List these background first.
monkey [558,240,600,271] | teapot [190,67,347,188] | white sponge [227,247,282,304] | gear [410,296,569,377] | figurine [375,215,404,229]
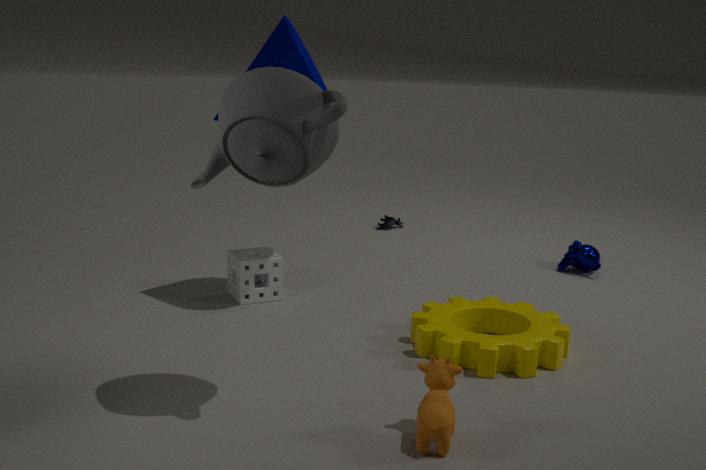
figurine [375,215,404,229] → monkey [558,240,600,271] → white sponge [227,247,282,304] → gear [410,296,569,377] → teapot [190,67,347,188]
